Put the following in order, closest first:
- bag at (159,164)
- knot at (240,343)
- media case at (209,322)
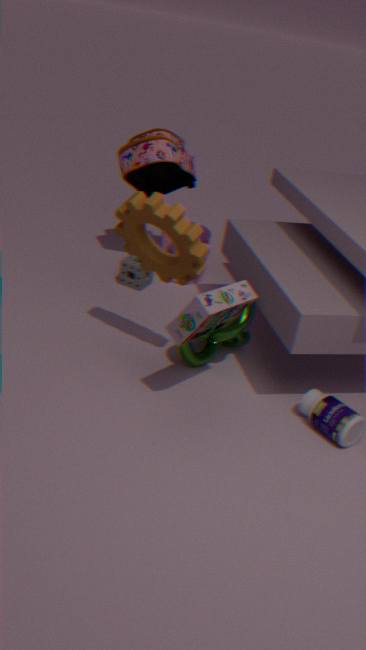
media case at (209,322) → knot at (240,343) → bag at (159,164)
